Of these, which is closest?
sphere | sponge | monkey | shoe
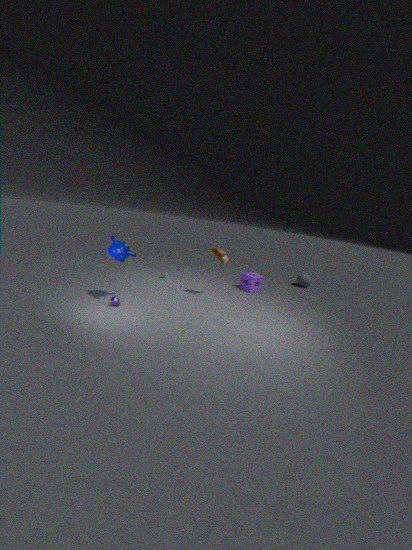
monkey
